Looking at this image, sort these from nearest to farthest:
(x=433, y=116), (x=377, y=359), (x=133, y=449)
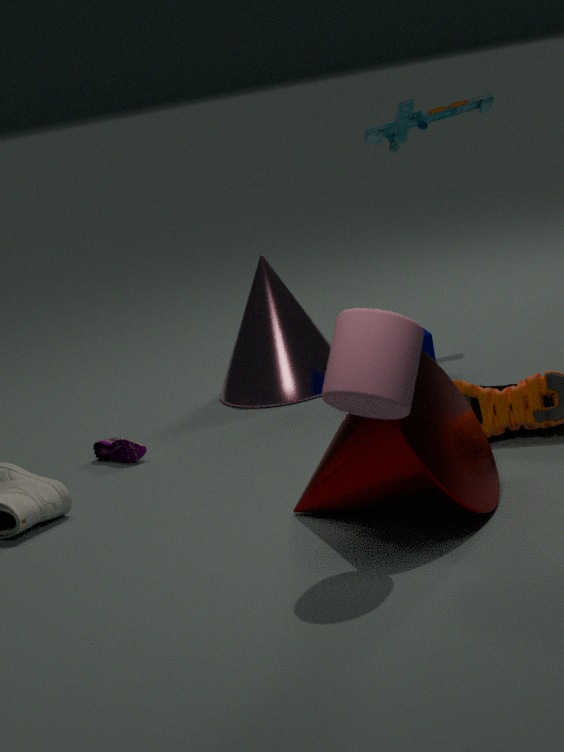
(x=377, y=359)
(x=133, y=449)
(x=433, y=116)
